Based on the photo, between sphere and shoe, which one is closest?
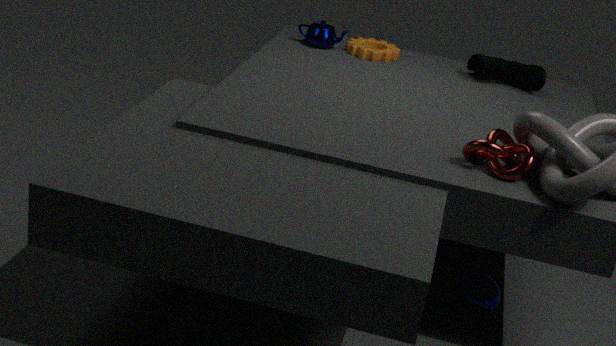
sphere
